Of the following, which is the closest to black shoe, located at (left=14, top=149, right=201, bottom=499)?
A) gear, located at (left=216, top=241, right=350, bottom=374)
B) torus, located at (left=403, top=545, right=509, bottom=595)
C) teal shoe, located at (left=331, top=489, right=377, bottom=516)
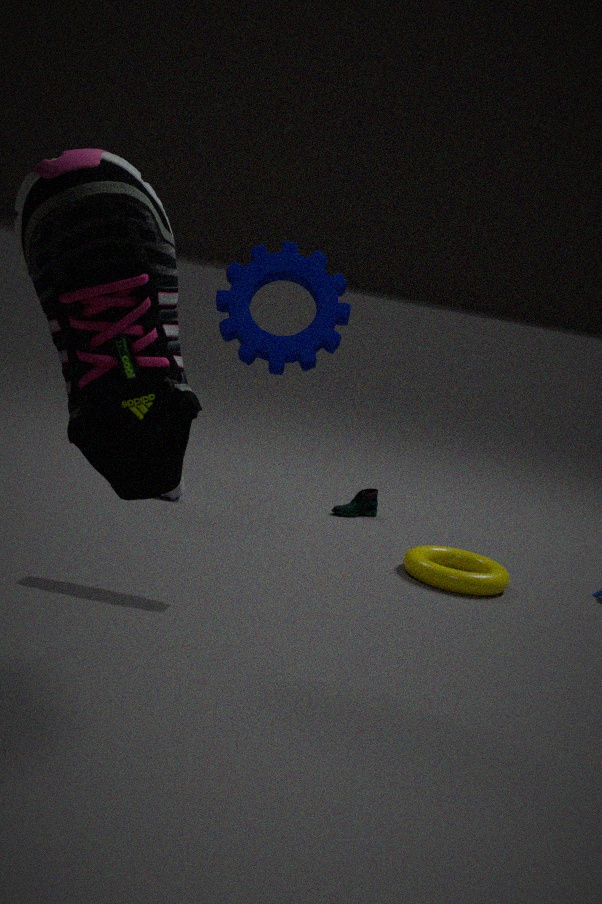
gear, located at (left=216, top=241, right=350, bottom=374)
